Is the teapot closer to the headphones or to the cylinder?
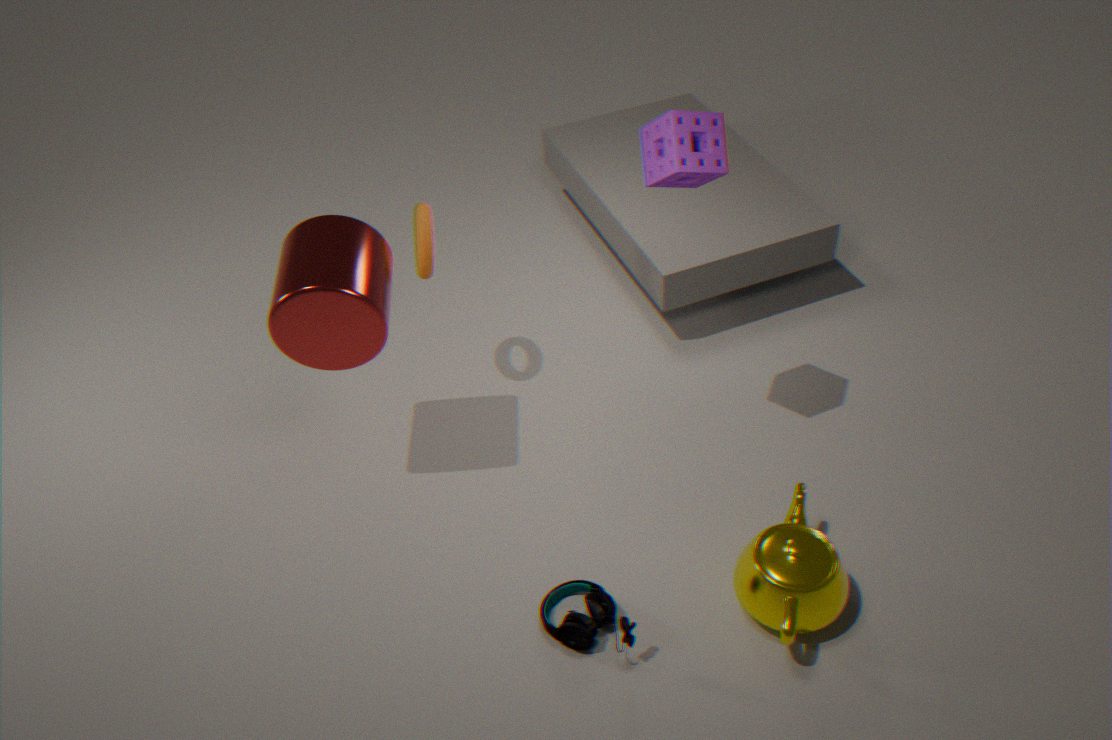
the headphones
